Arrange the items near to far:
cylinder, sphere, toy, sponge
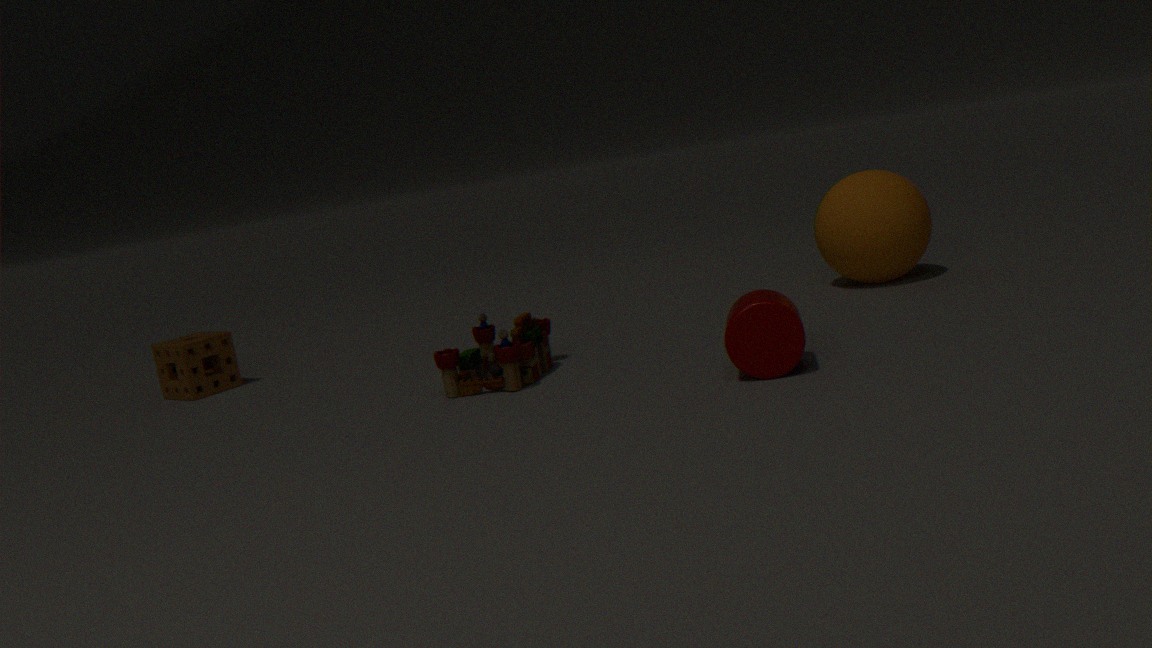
cylinder, toy, sphere, sponge
